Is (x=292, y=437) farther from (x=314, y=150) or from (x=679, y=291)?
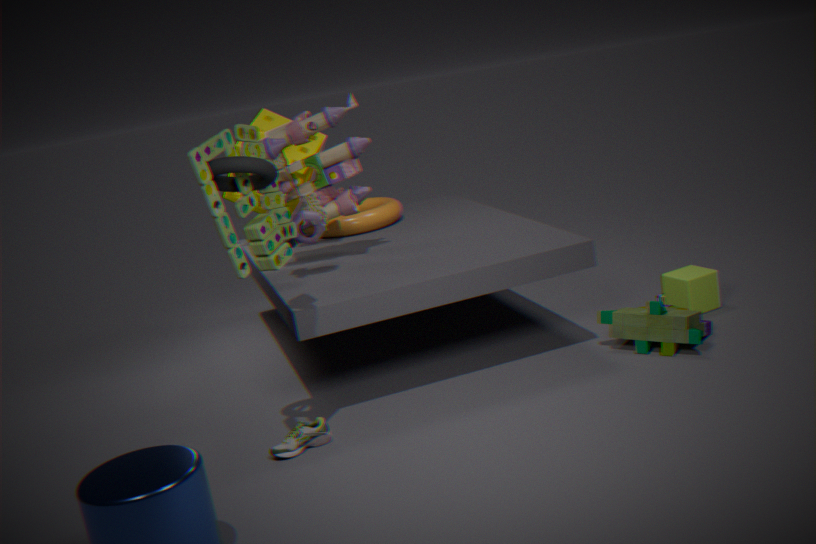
(x=679, y=291)
